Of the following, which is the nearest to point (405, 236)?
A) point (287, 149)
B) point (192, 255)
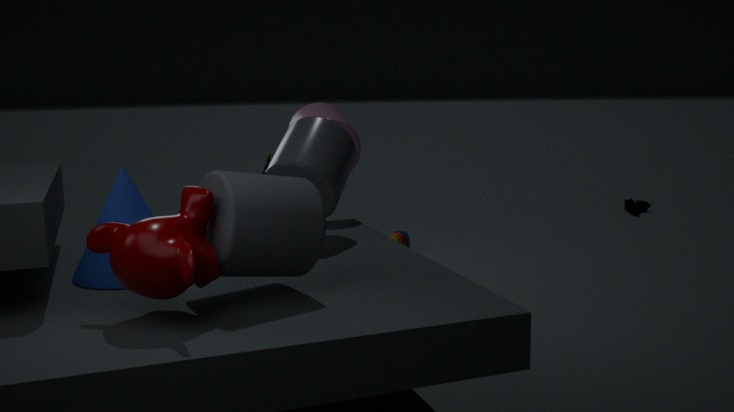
point (287, 149)
